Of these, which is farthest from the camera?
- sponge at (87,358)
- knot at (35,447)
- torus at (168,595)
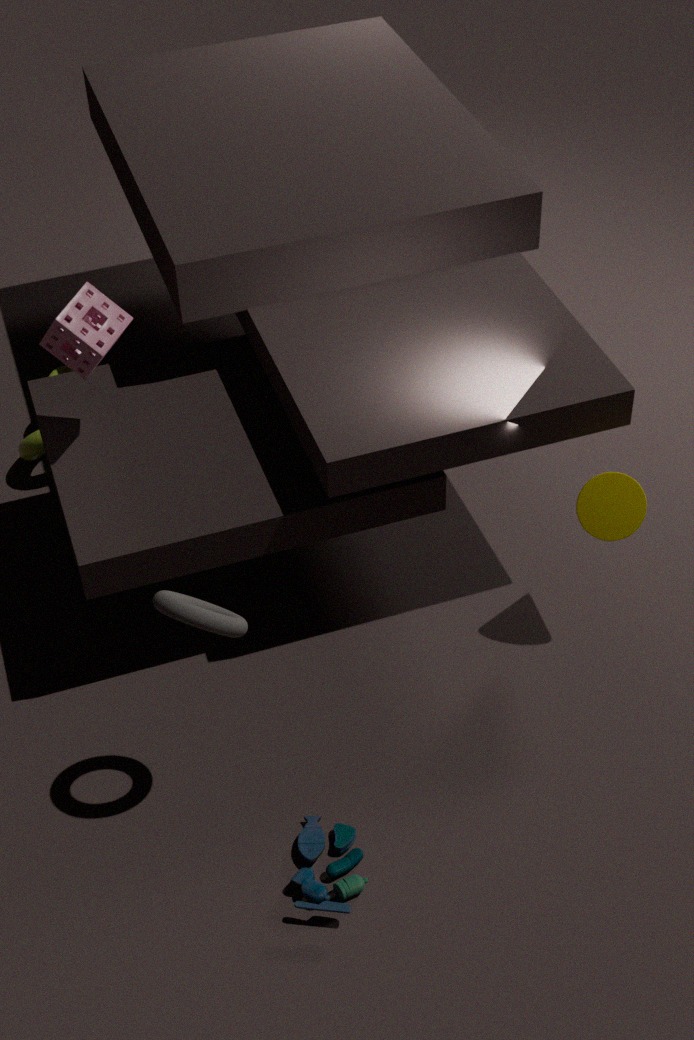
knot at (35,447)
